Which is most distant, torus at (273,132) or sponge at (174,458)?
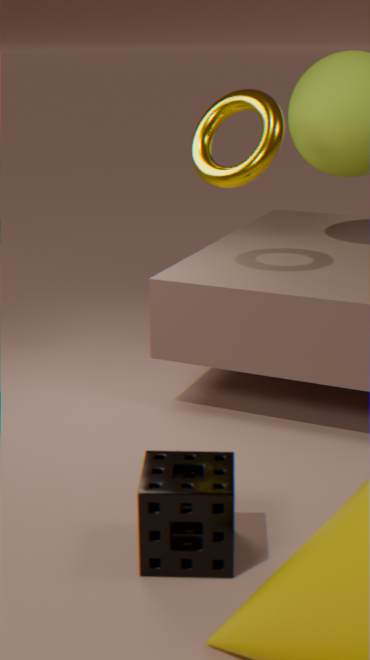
torus at (273,132)
